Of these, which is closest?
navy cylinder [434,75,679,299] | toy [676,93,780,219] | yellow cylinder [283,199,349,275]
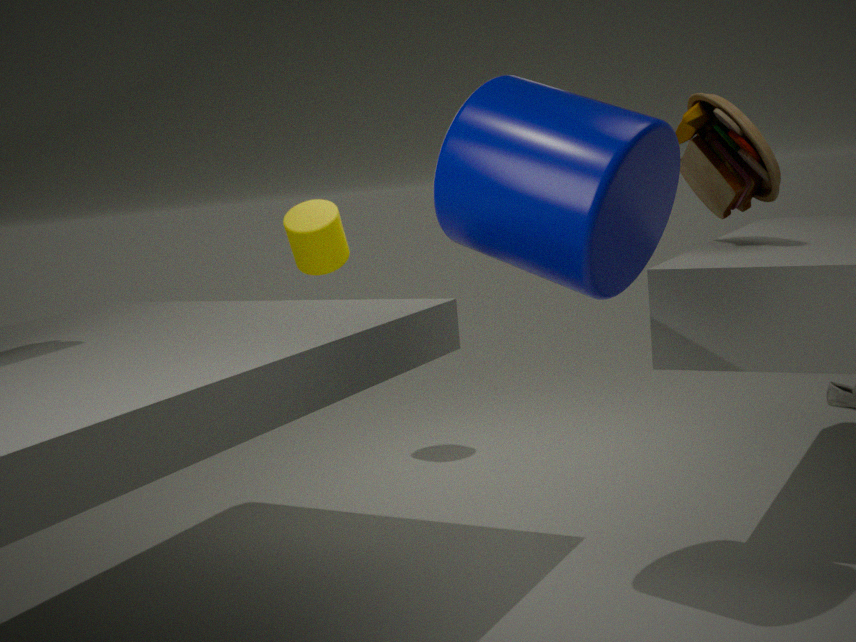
navy cylinder [434,75,679,299]
